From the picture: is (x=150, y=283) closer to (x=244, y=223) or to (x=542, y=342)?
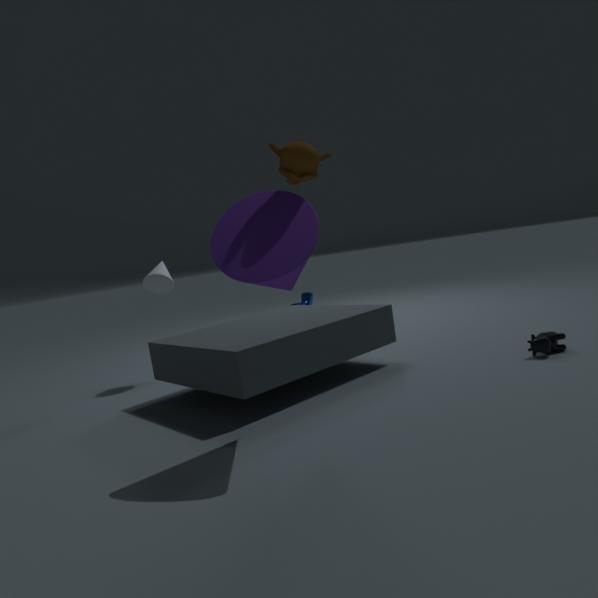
(x=244, y=223)
